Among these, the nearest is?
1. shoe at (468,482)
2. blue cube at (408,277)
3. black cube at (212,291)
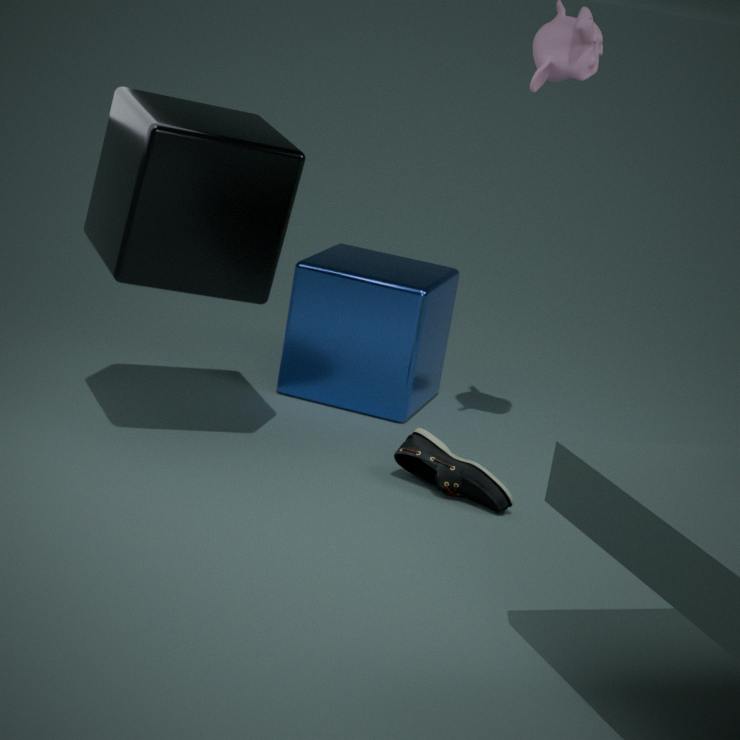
black cube at (212,291)
